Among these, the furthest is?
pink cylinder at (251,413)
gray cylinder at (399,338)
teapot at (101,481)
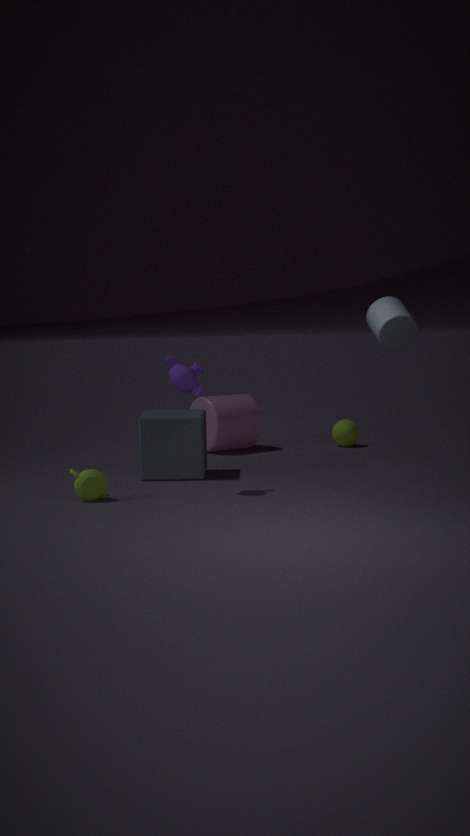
pink cylinder at (251,413)
